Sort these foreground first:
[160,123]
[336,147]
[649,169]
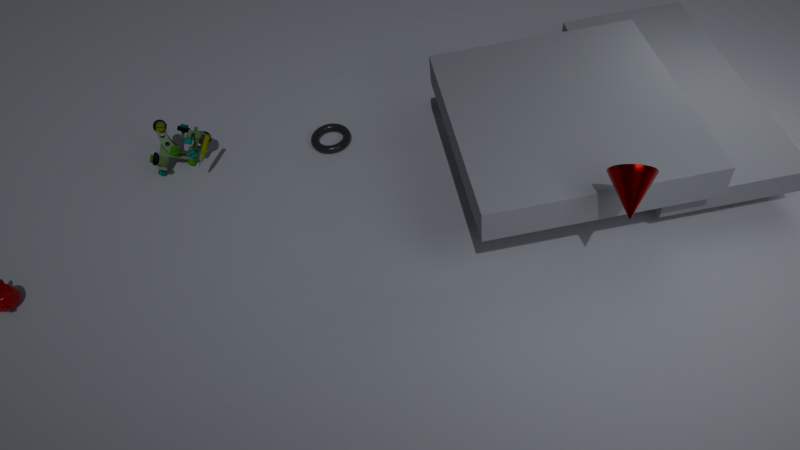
[649,169]
[160,123]
[336,147]
